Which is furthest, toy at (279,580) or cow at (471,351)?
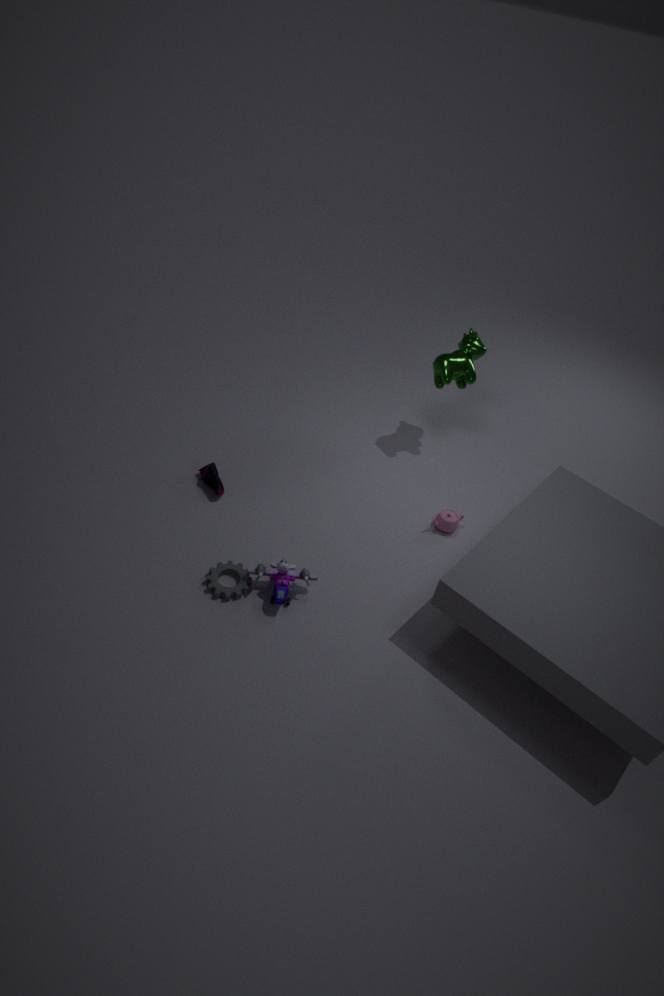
cow at (471,351)
